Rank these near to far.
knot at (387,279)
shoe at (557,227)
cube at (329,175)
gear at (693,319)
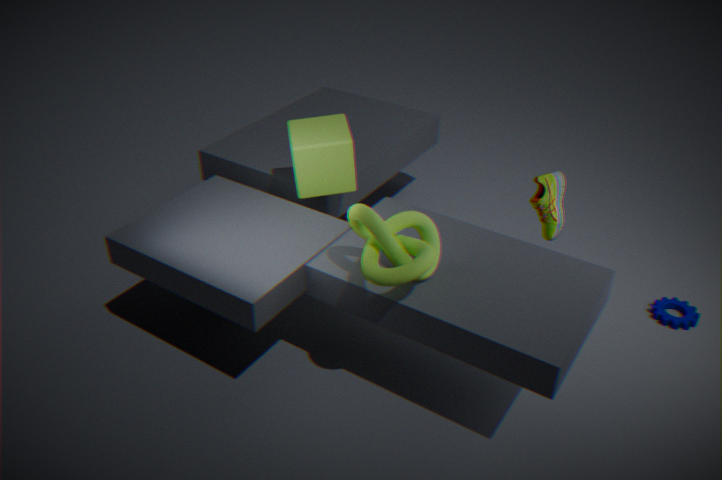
knot at (387,279)
shoe at (557,227)
cube at (329,175)
gear at (693,319)
